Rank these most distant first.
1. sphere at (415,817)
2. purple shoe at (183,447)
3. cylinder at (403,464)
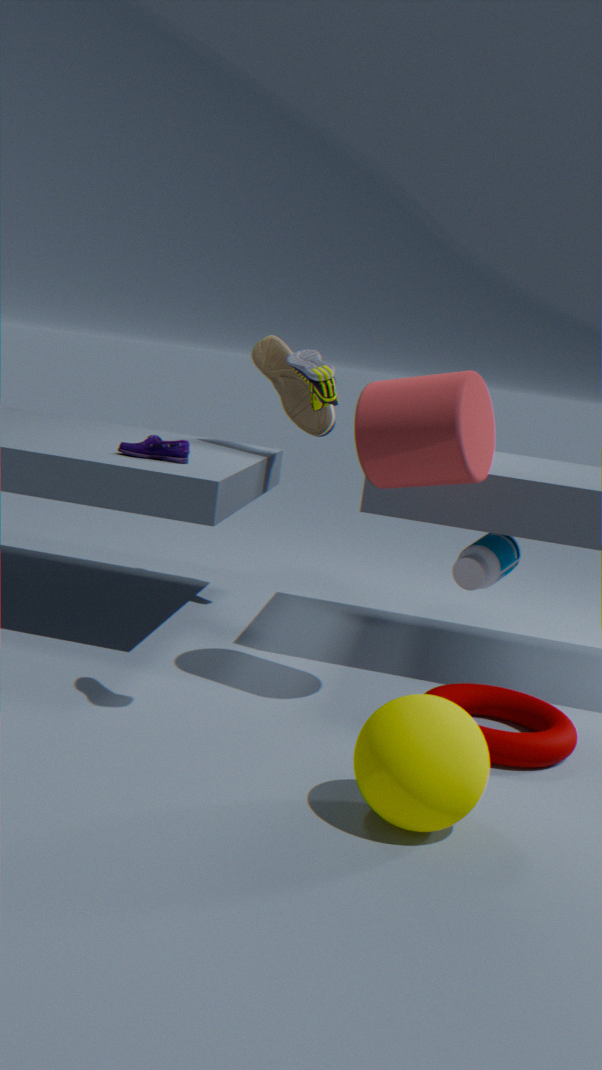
1. purple shoe at (183,447)
2. cylinder at (403,464)
3. sphere at (415,817)
